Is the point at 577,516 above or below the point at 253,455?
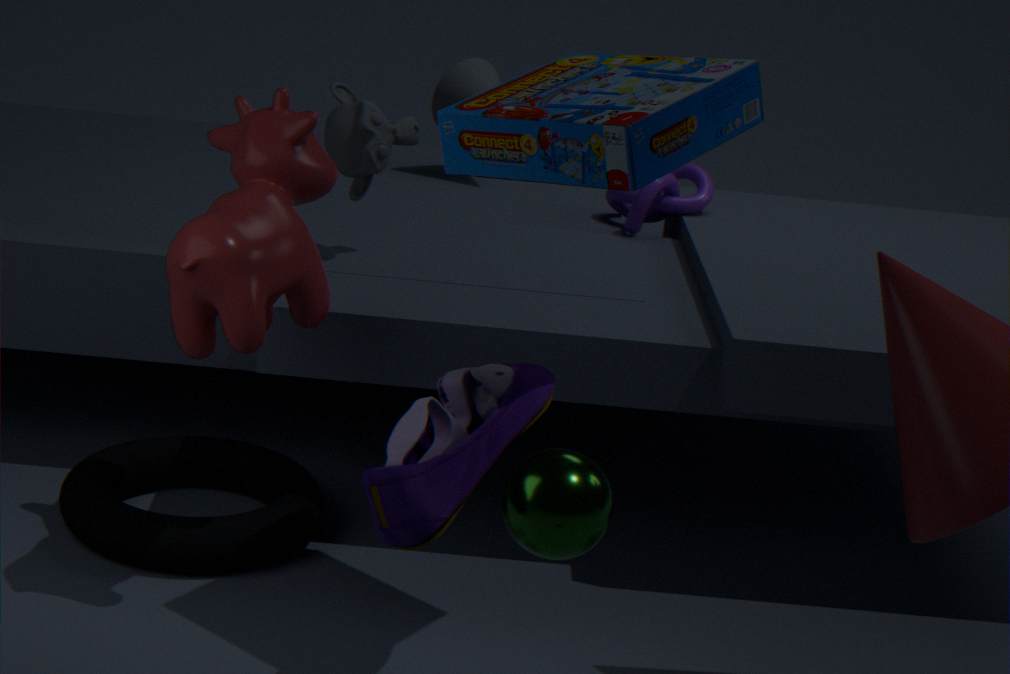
above
